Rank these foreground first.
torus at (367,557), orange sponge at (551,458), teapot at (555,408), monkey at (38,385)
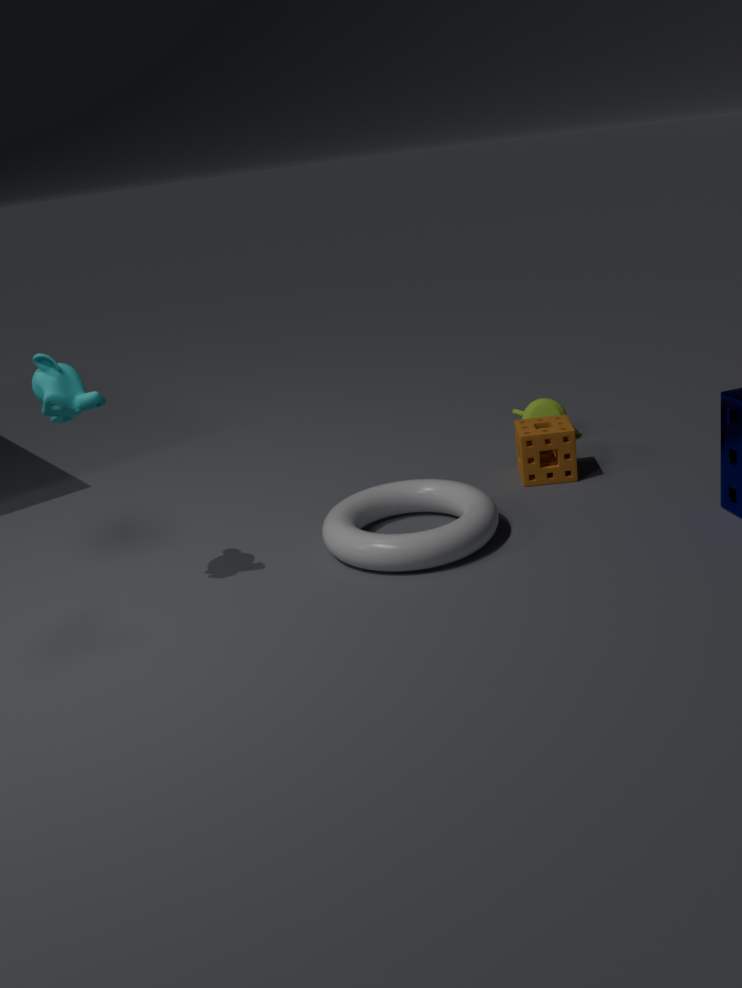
monkey at (38,385) < torus at (367,557) < orange sponge at (551,458) < teapot at (555,408)
